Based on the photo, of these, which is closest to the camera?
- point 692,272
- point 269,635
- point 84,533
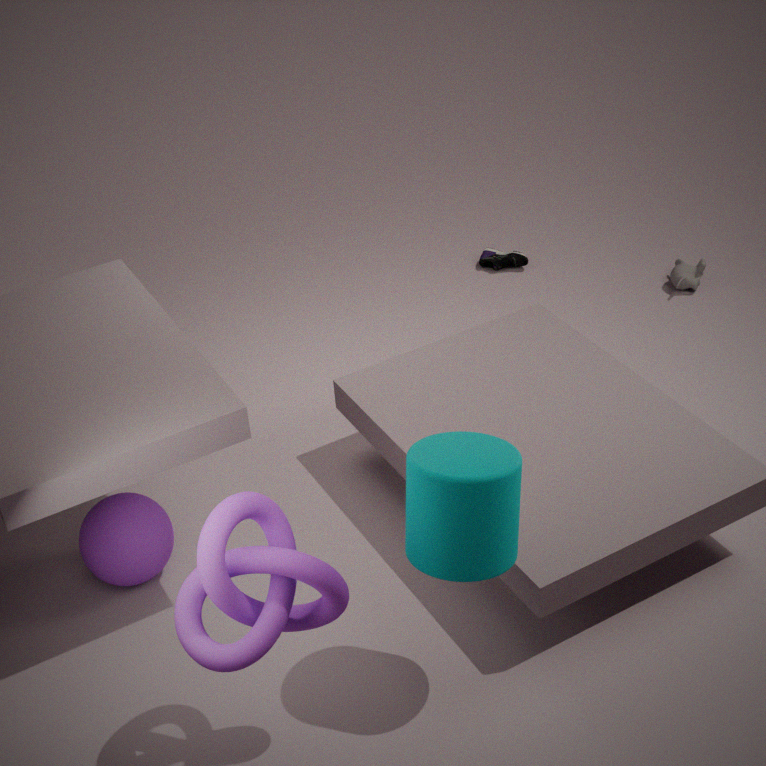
point 269,635
